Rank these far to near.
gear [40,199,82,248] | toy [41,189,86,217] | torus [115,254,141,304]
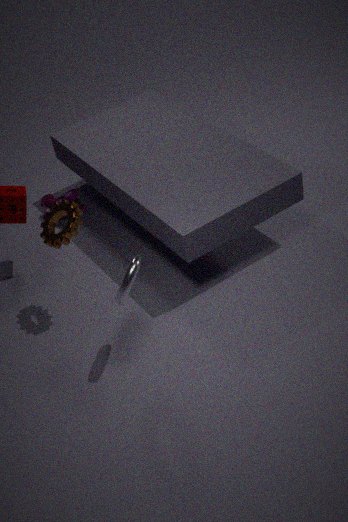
toy [41,189,86,217], gear [40,199,82,248], torus [115,254,141,304]
